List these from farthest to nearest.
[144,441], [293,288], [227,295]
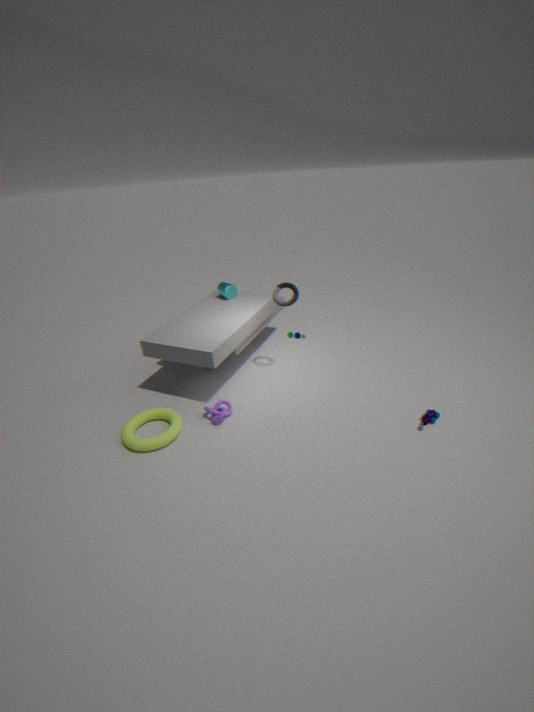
[227,295] → [293,288] → [144,441]
